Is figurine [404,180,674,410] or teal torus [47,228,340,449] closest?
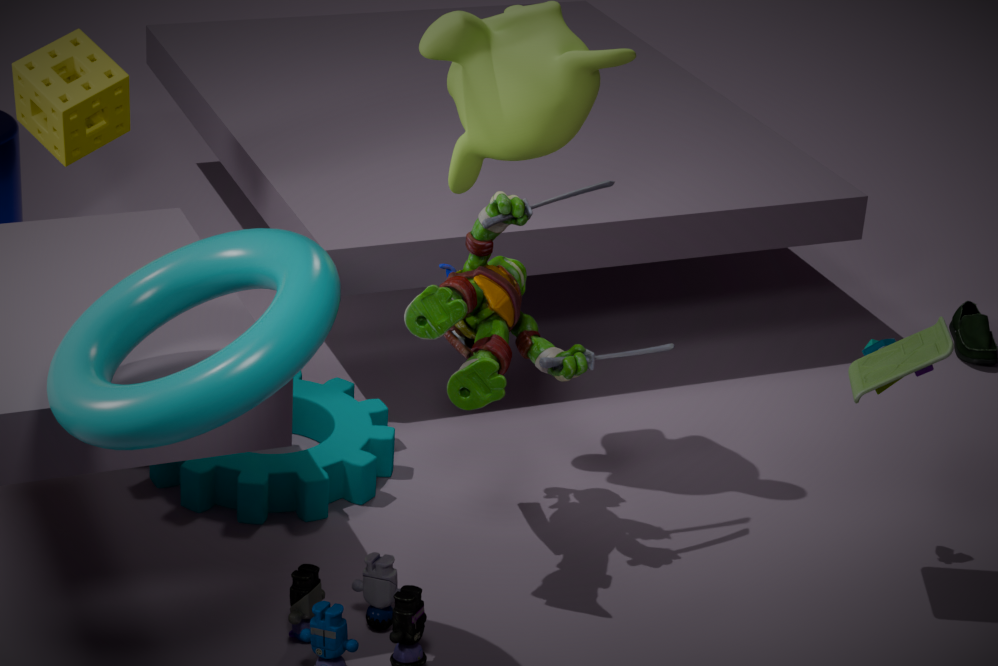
teal torus [47,228,340,449]
